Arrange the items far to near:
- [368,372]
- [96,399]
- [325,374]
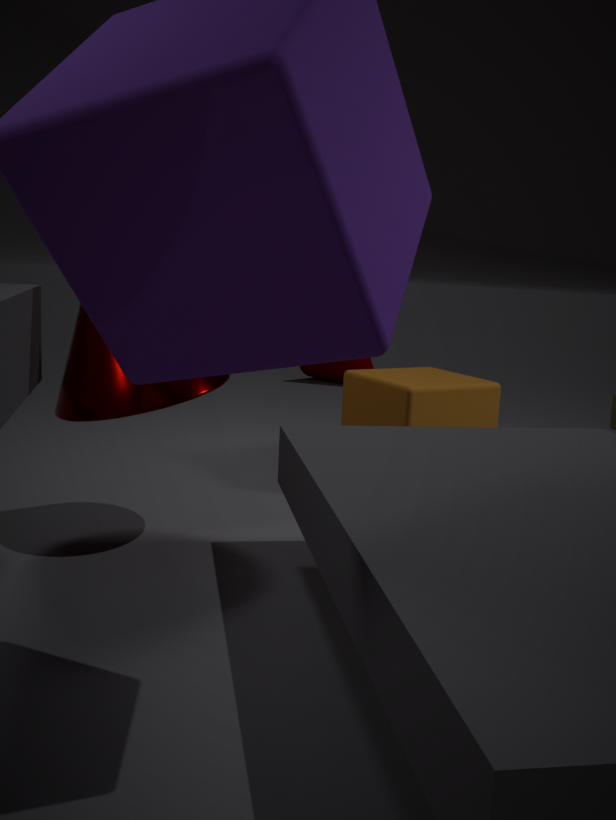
[325,374], [368,372], [96,399]
